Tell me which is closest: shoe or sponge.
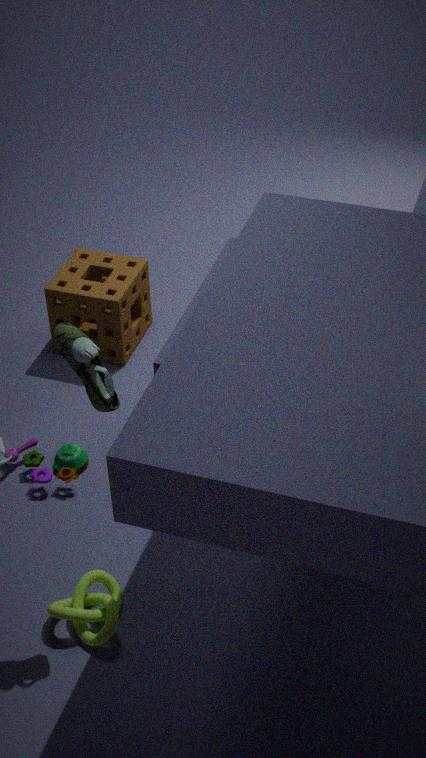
shoe
